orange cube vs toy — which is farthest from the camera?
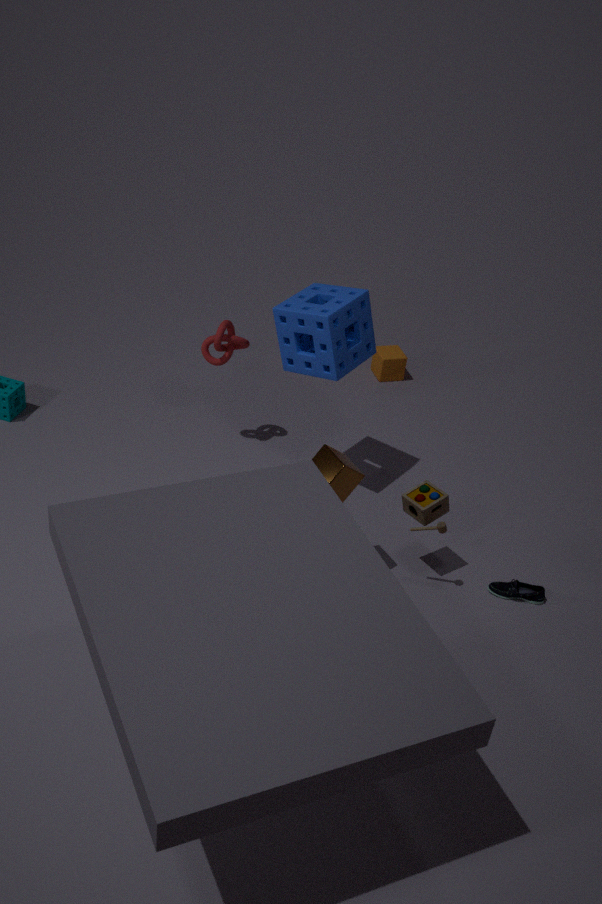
orange cube
